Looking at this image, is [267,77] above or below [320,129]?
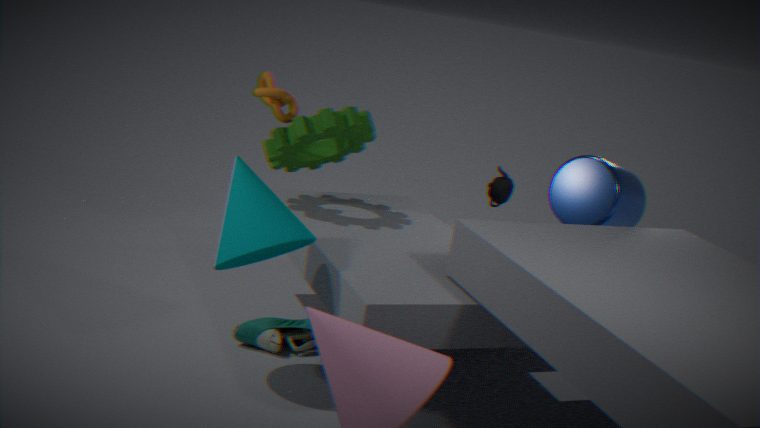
above
